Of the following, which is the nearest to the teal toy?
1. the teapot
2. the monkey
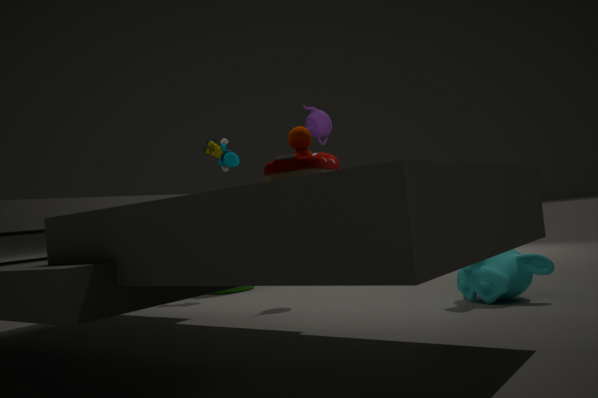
the teapot
